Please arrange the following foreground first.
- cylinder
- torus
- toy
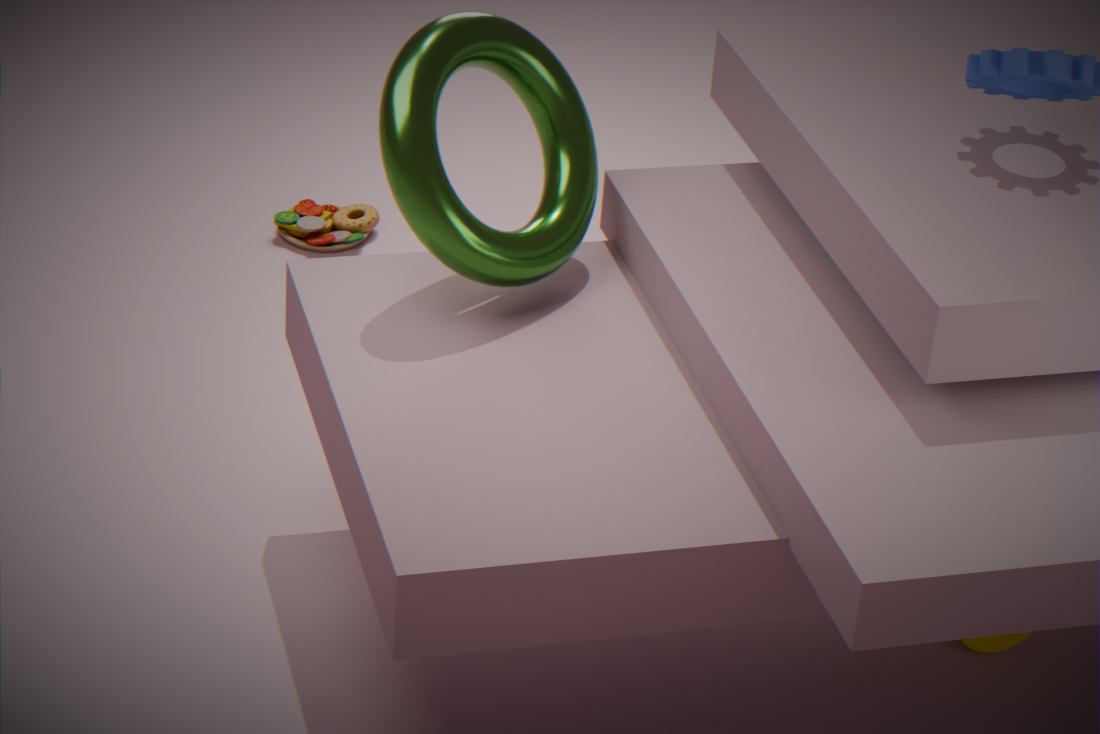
torus < cylinder < toy
